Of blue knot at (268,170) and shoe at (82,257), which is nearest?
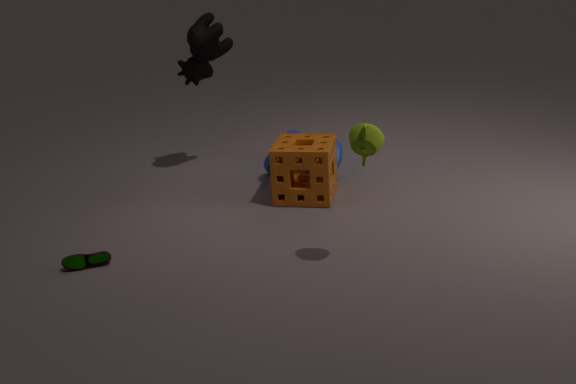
shoe at (82,257)
